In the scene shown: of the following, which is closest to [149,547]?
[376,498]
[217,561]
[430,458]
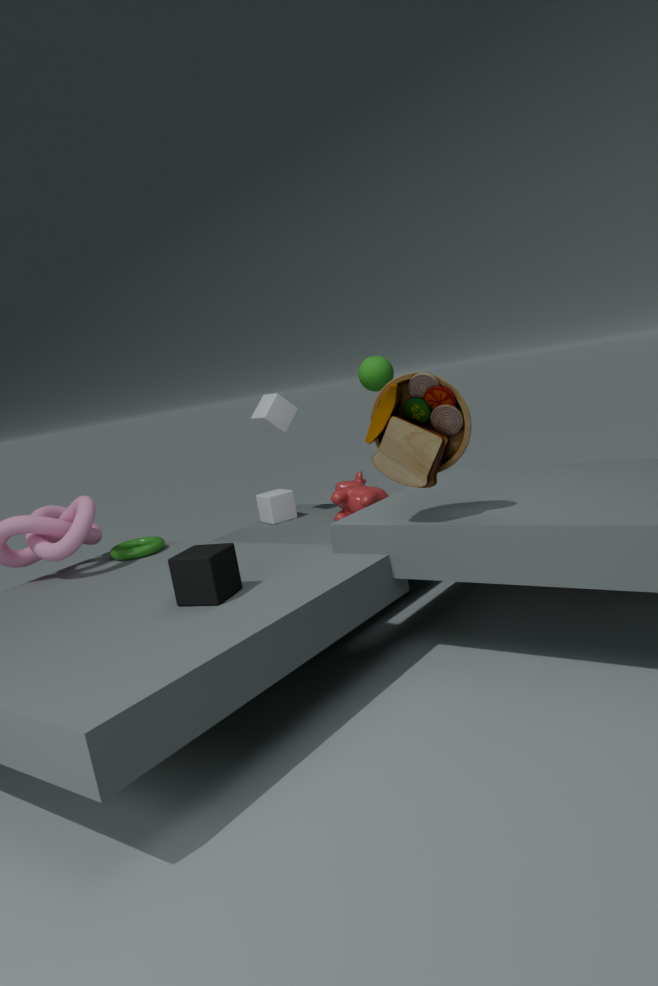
[217,561]
